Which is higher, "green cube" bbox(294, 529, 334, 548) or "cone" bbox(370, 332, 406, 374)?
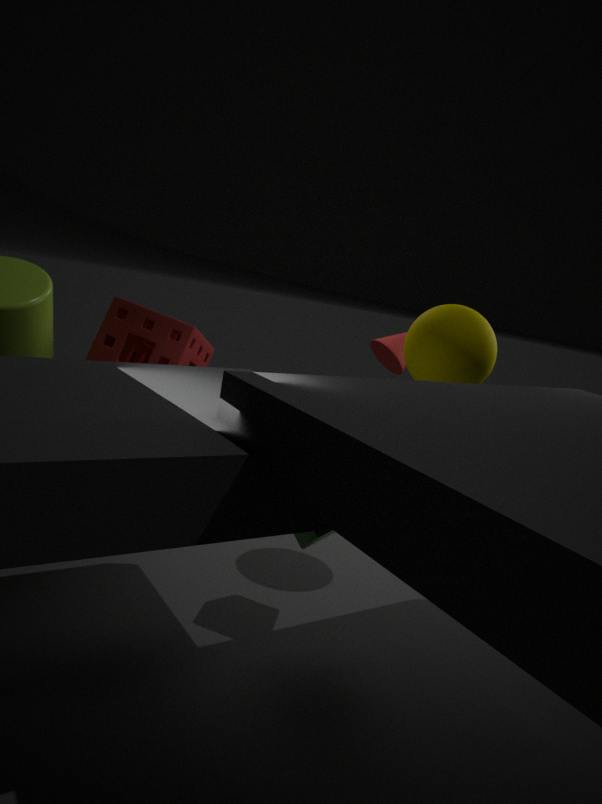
"cone" bbox(370, 332, 406, 374)
